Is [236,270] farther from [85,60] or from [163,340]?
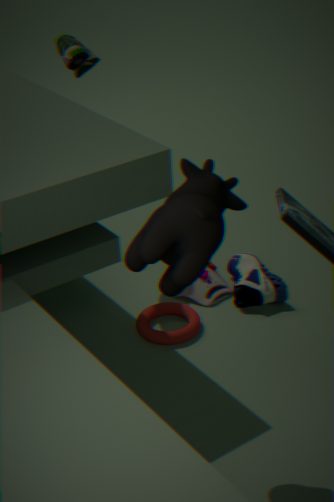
[85,60]
